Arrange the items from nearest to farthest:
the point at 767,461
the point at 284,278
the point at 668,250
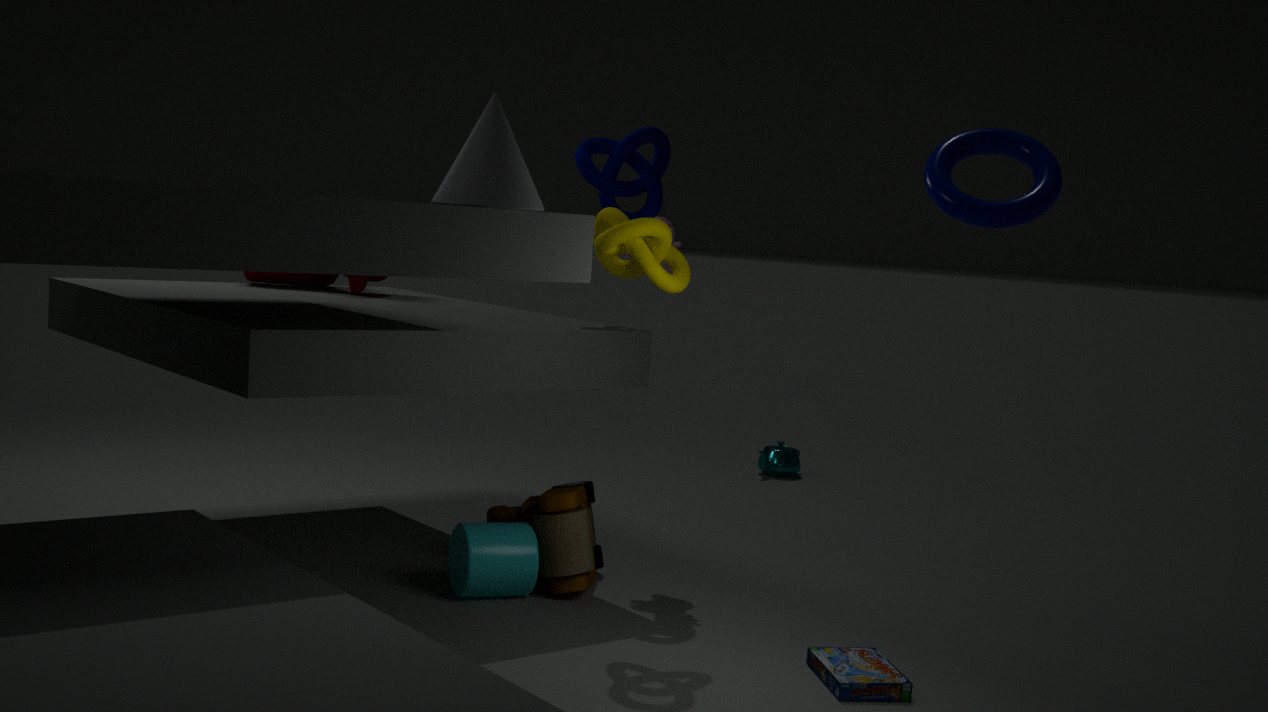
the point at 668,250, the point at 284,278, the point at 767,461
